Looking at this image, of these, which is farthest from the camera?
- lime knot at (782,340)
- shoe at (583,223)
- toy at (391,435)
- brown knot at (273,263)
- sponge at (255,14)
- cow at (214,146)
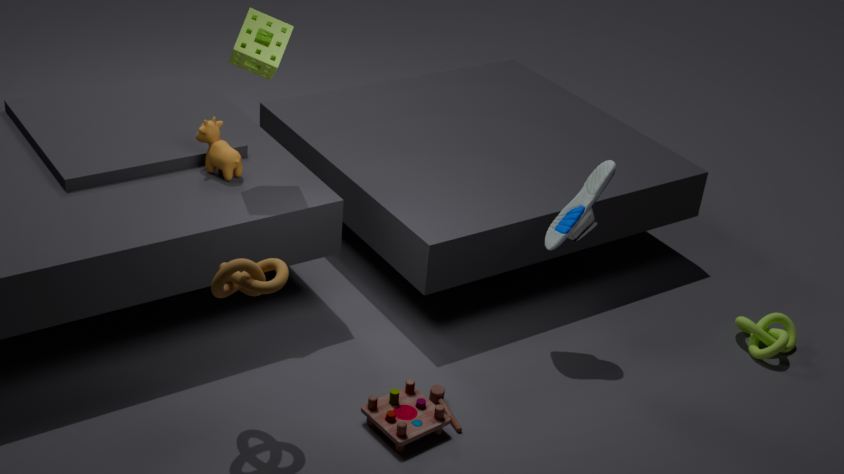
lime knot at (782,340)
